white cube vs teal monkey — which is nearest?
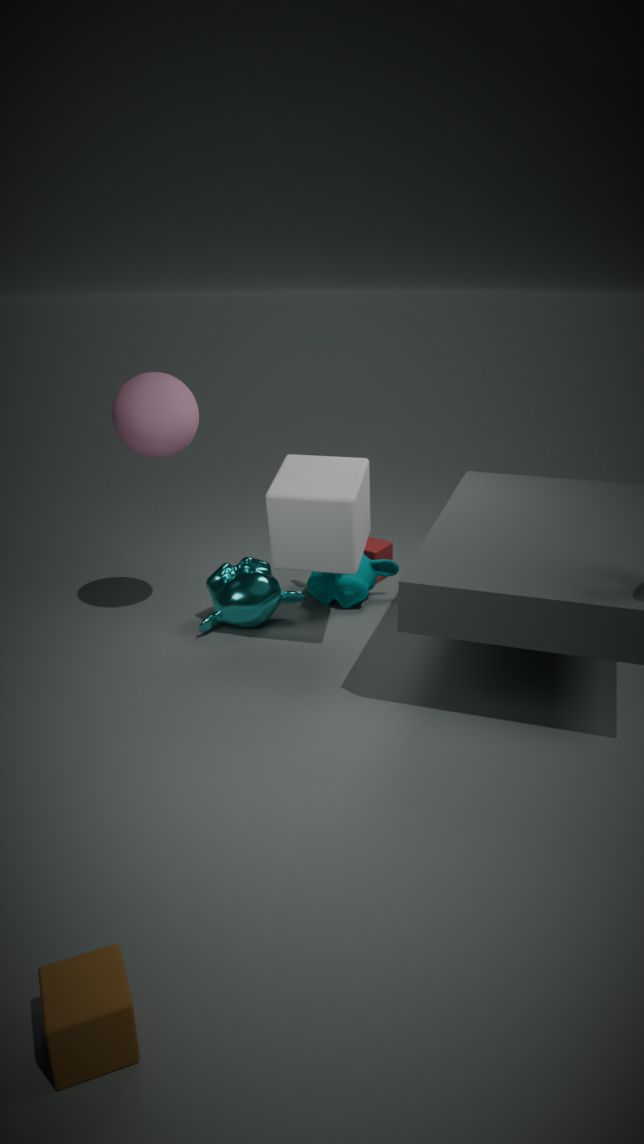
white cube
